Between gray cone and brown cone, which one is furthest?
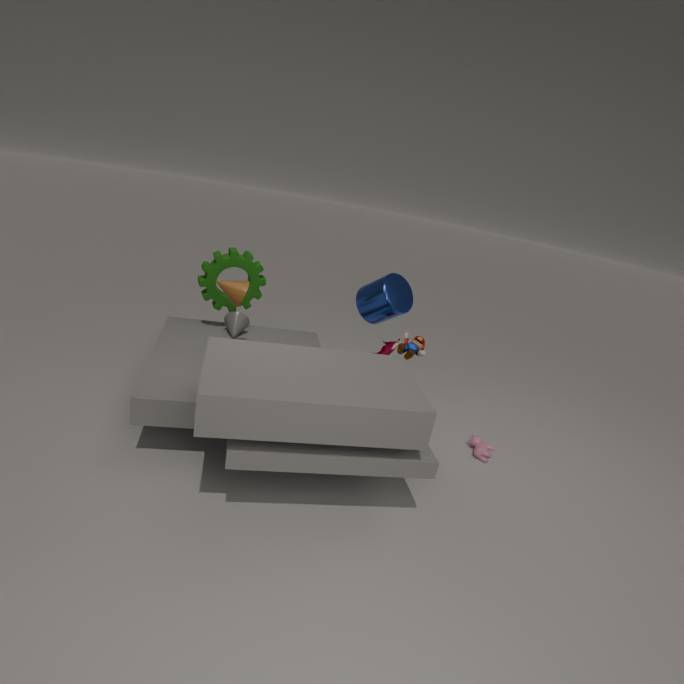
gray cone
